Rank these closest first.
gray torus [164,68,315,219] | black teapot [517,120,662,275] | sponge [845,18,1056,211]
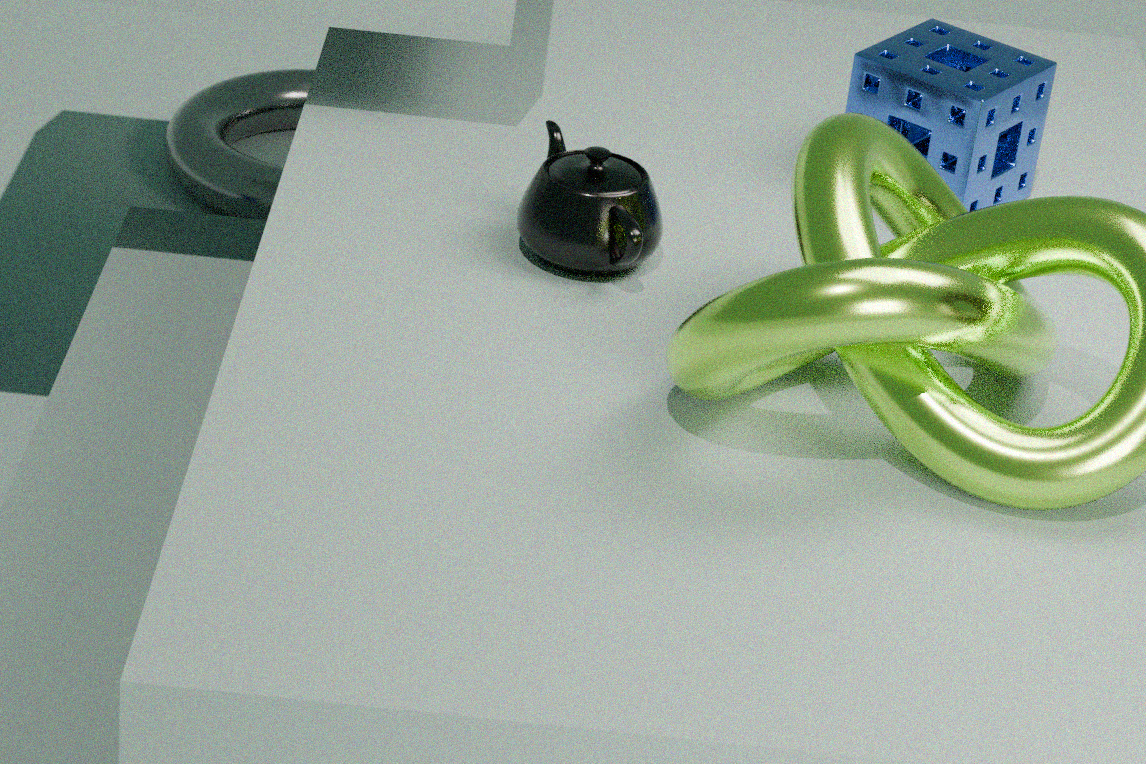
black teapot [517,120,662,275] → sponge [845,18,1056,211] → gray torus [164,68,315,219]
